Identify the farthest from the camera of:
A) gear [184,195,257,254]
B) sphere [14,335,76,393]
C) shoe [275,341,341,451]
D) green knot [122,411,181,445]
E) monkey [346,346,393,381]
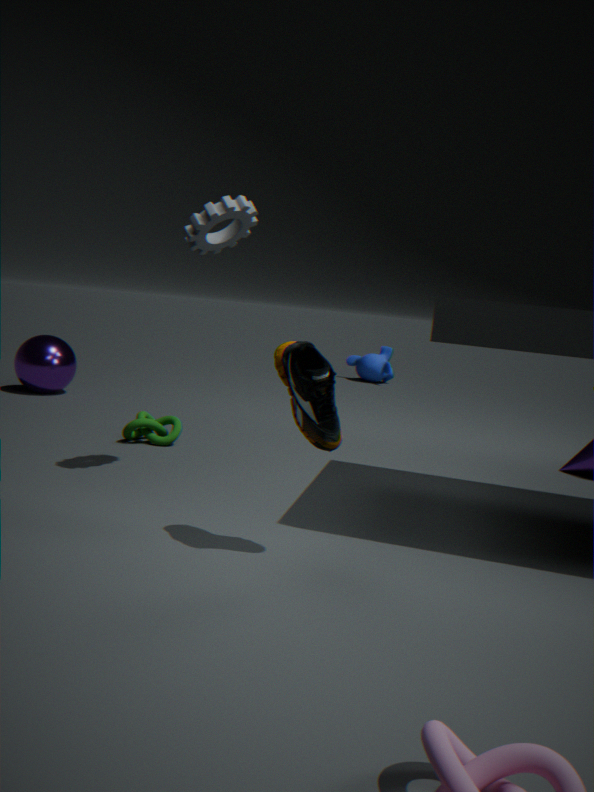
monkey [346,346,393,381]
